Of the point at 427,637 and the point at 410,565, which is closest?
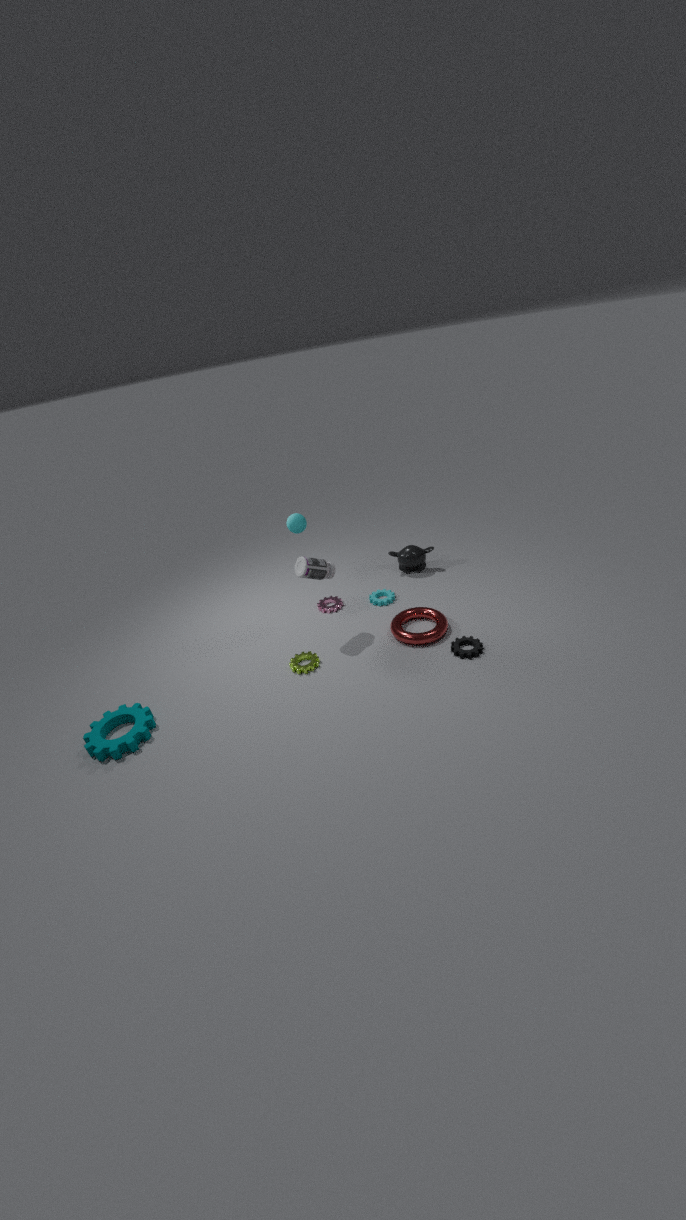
the point at 427,637
